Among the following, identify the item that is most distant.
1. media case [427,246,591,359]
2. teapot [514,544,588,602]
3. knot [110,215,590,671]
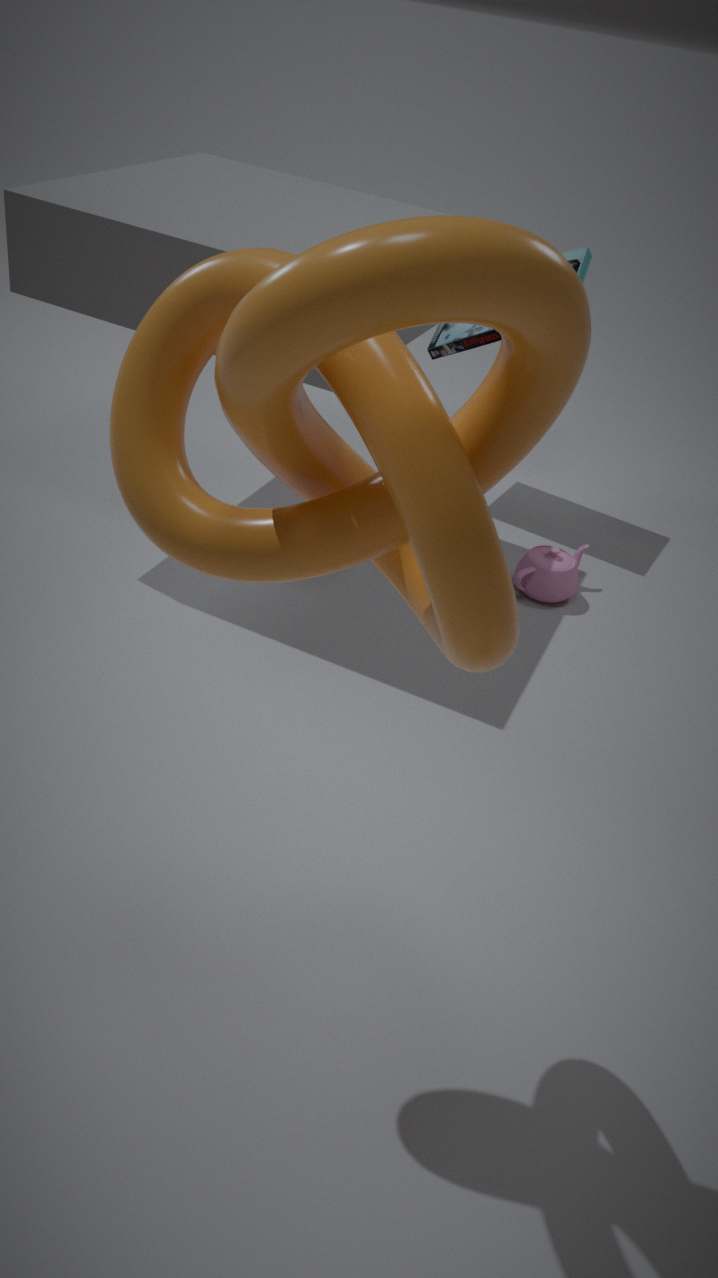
media case [427,246,591,359]
